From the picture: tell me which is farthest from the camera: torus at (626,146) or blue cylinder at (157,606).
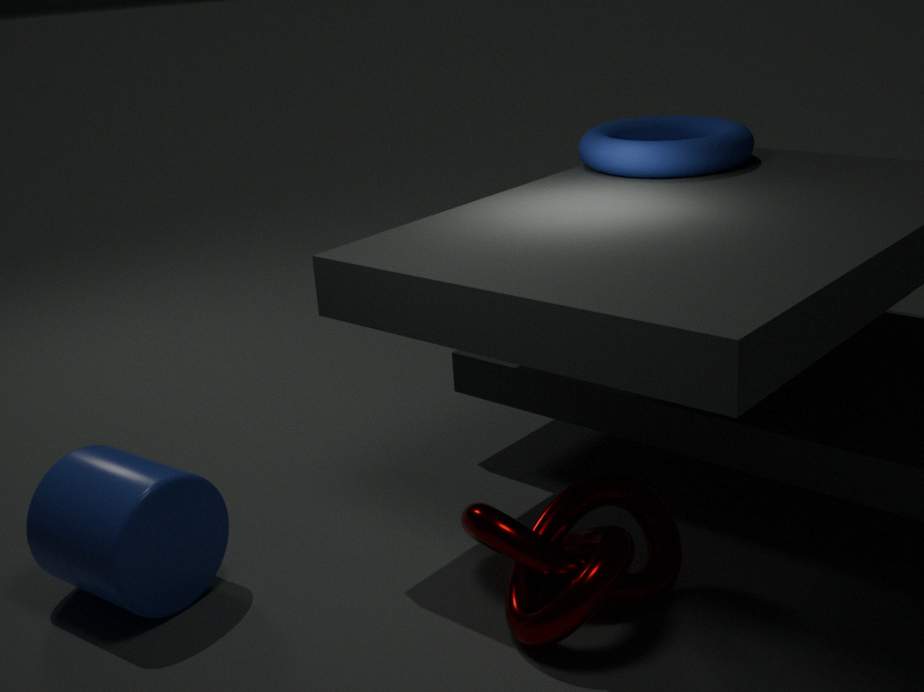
torus at (626,146)
